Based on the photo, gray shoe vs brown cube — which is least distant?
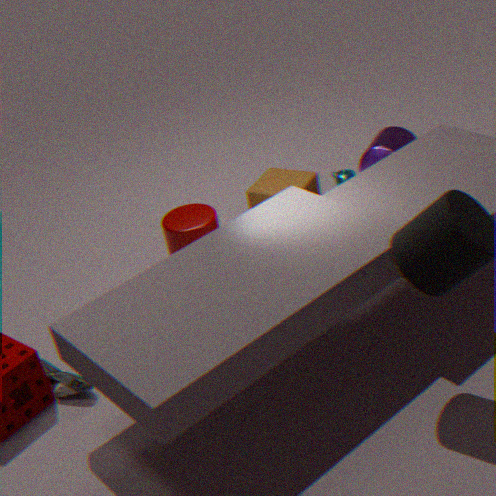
gray shoe
